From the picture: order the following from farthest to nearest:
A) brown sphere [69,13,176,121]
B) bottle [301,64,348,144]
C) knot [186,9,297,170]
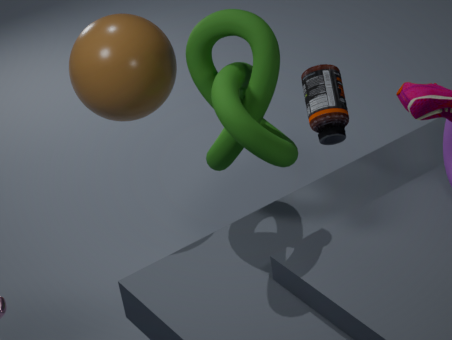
bottle [301,64,348,144] → brown sphere [69,13,176,121] → knot [186,9,297,170]
